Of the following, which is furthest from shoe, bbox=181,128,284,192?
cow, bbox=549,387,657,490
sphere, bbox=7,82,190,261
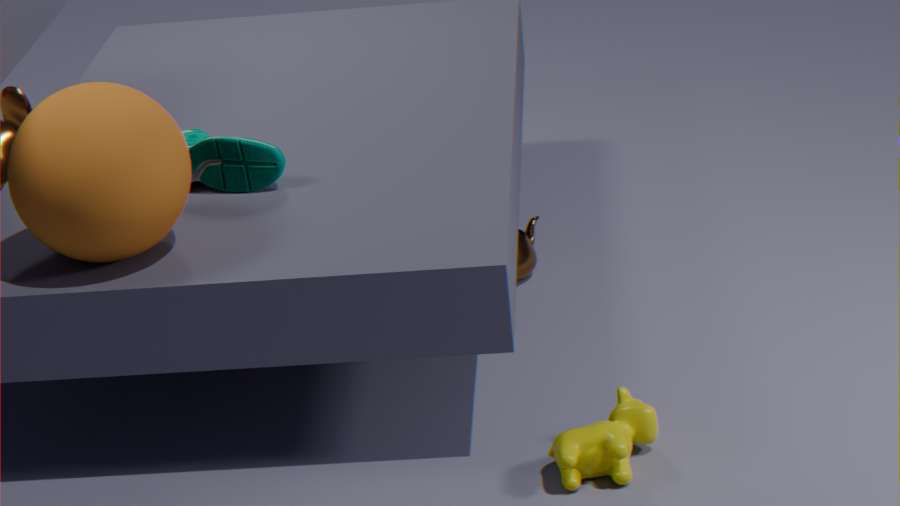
cow, bbox=549,387,657,490
